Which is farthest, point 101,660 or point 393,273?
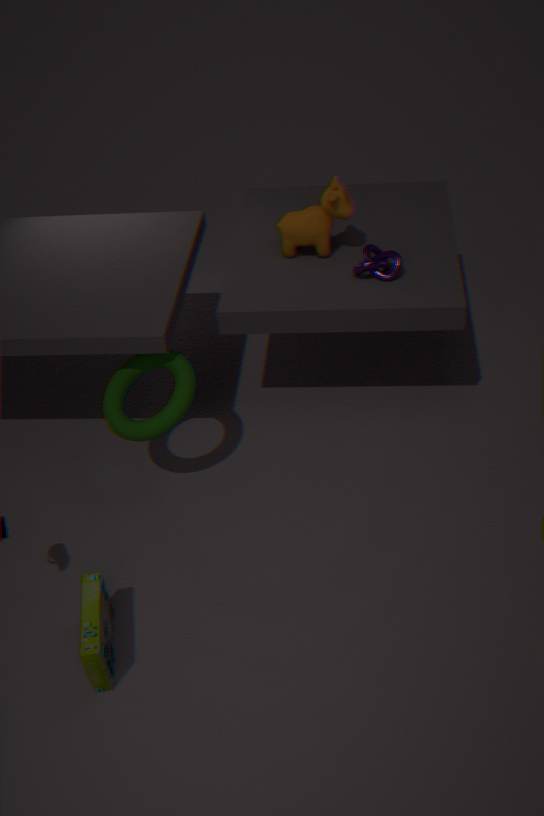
point 393,273
